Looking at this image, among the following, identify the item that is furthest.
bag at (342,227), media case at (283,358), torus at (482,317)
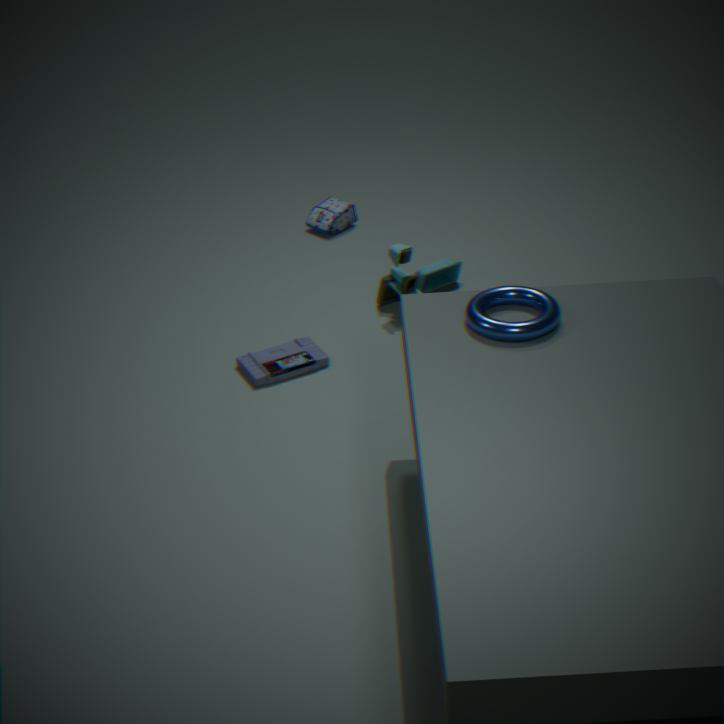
bag at (342,227)
